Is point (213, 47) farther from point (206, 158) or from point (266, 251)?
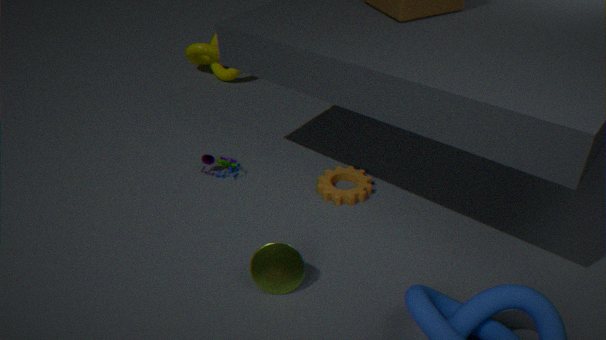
point (266, 251)
